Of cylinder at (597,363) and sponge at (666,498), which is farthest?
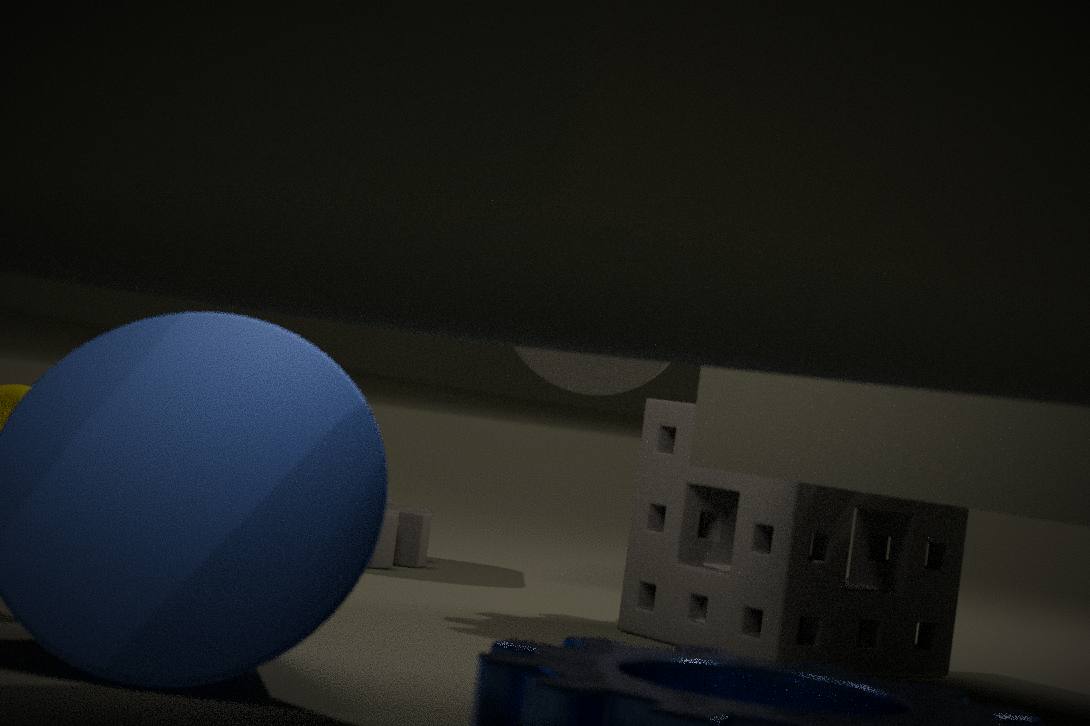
cylinder at (597,363)
